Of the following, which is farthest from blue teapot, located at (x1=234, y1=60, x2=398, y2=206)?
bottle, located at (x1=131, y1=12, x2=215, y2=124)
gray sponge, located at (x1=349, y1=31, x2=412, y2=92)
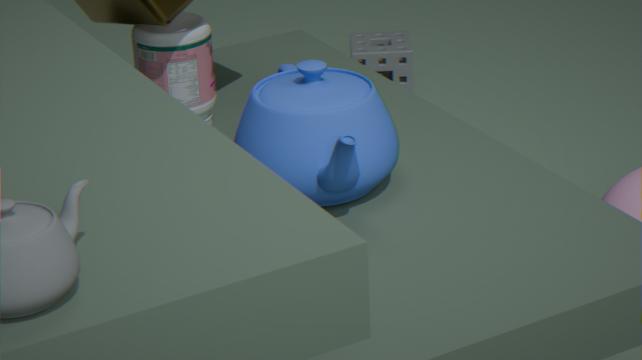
gray sponge, located at (x1=349, y1=31, x2=412, y2=92)
